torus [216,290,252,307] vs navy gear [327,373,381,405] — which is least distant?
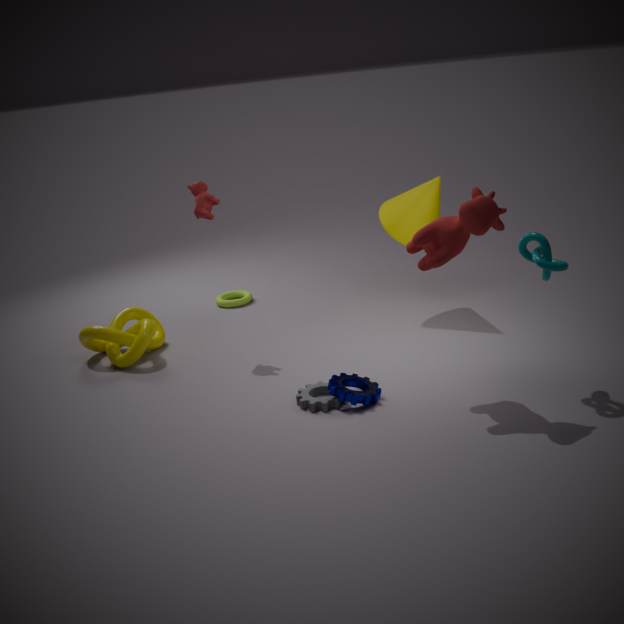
navy gear [327,373,381,405]
